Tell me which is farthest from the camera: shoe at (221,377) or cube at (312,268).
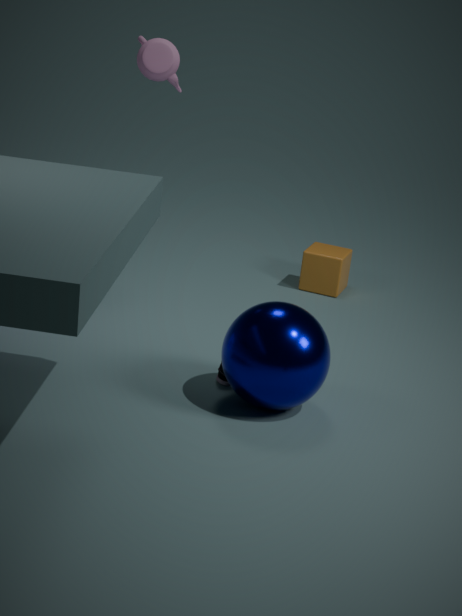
cube at (312,268)
